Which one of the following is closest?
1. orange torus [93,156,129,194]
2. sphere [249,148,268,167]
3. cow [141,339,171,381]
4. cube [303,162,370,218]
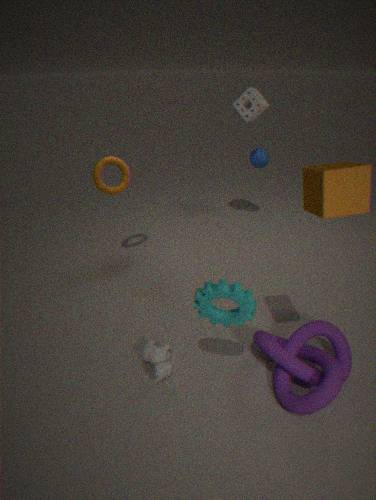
cube [303,162,370,218]
